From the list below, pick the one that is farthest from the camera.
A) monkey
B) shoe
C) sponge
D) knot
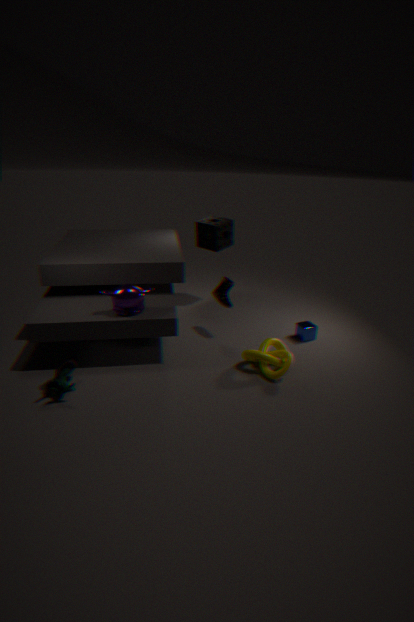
sponge
